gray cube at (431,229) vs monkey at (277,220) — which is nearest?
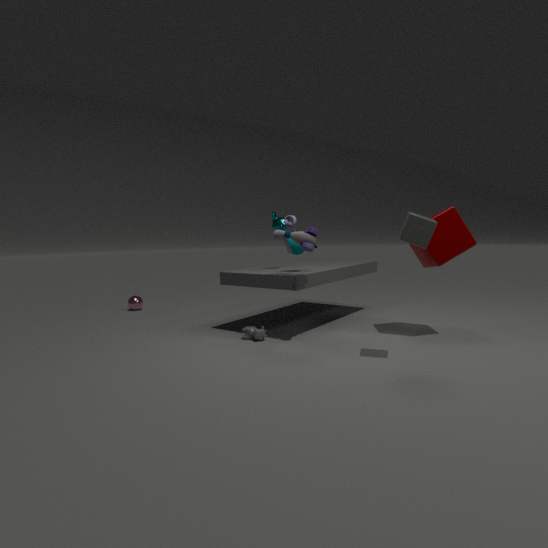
gray cube at (431,229)
